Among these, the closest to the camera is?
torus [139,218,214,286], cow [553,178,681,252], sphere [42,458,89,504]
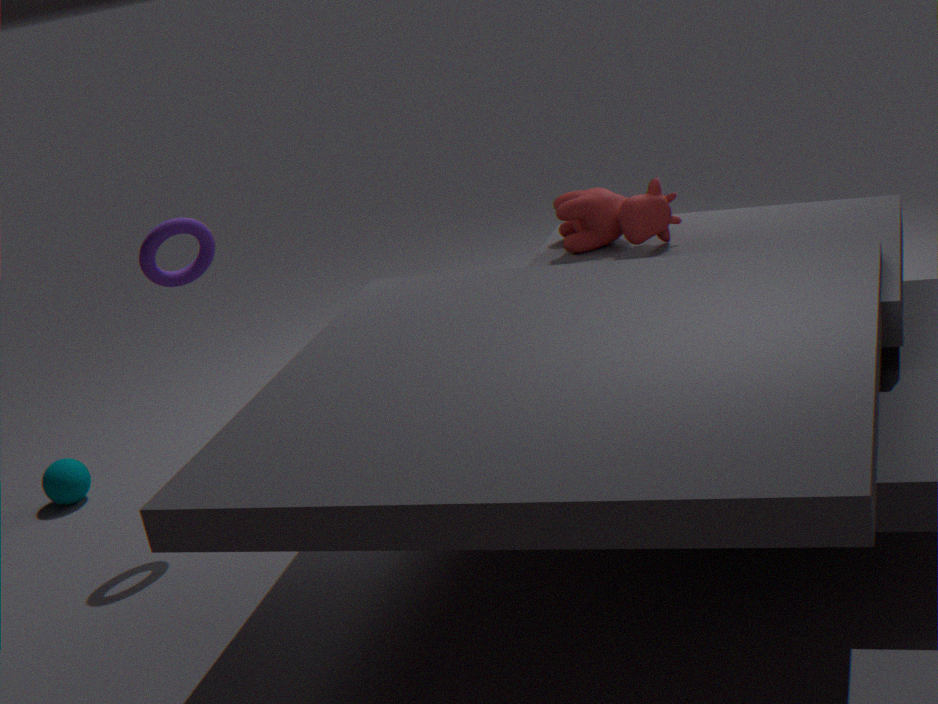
torus [139,218,214,286]
